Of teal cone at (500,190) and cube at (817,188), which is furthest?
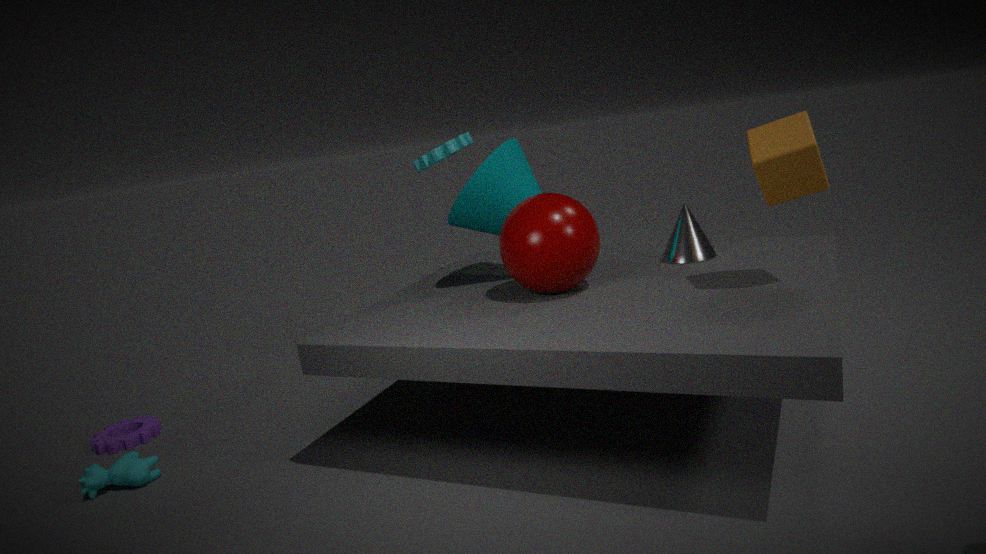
teal cone at (500,190)
